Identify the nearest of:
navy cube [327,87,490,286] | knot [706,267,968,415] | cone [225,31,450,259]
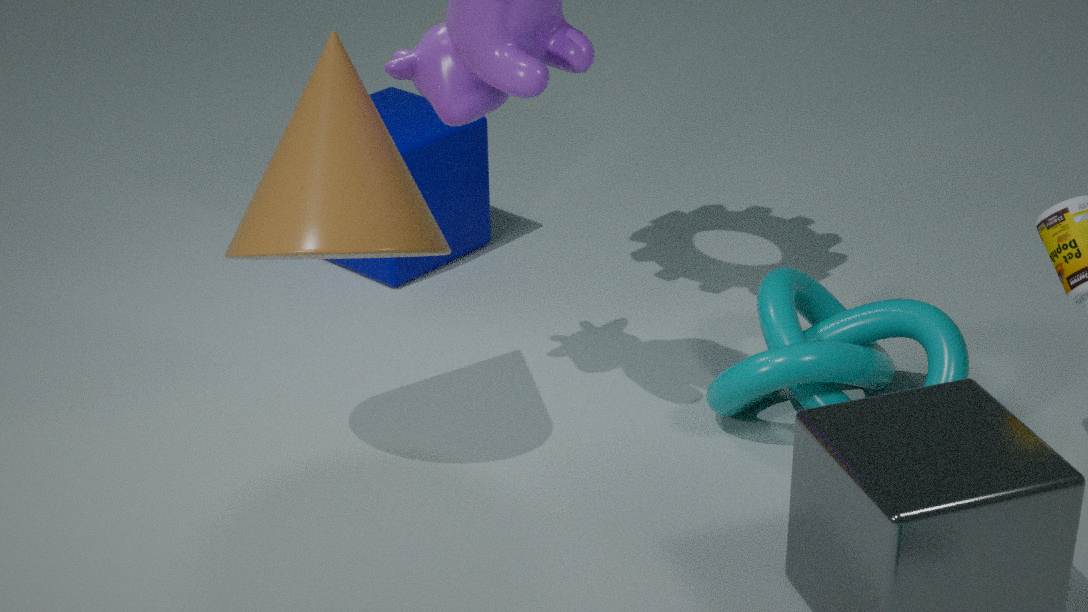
cone [225,31,450,259]
